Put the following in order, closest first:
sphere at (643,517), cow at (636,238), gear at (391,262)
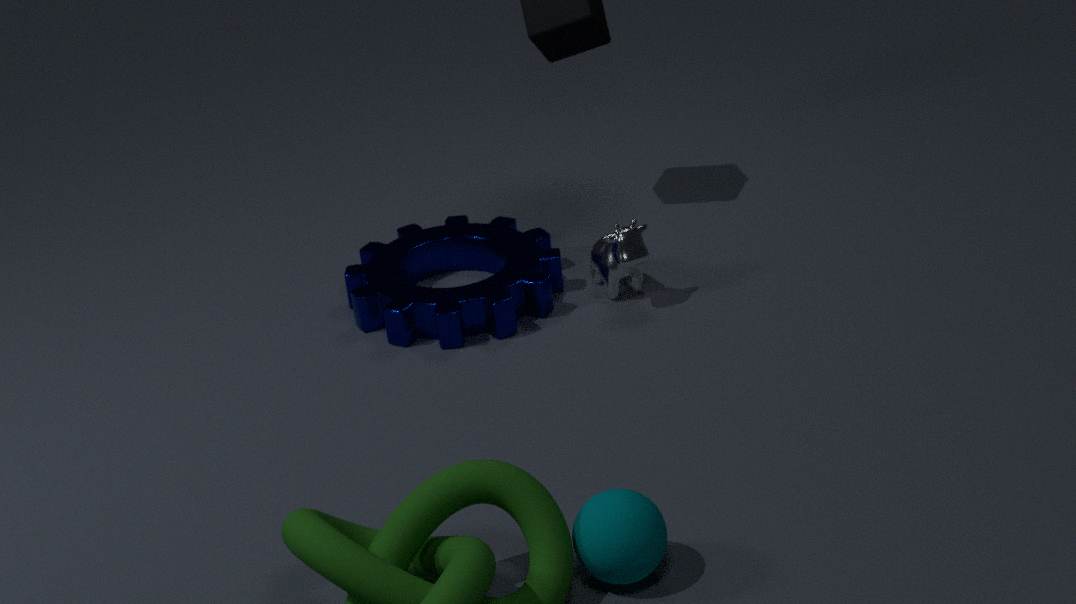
sphere at (643,517) < gear at (391,262) < cow at (636,238)
